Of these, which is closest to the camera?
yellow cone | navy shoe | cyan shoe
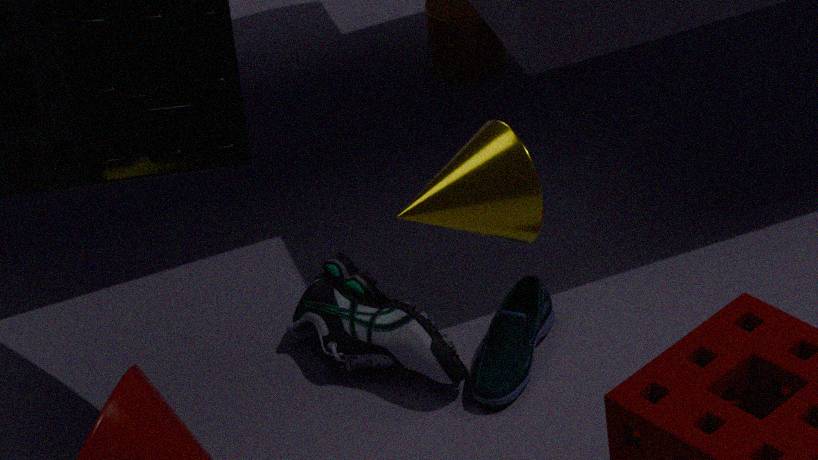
yellow cone
